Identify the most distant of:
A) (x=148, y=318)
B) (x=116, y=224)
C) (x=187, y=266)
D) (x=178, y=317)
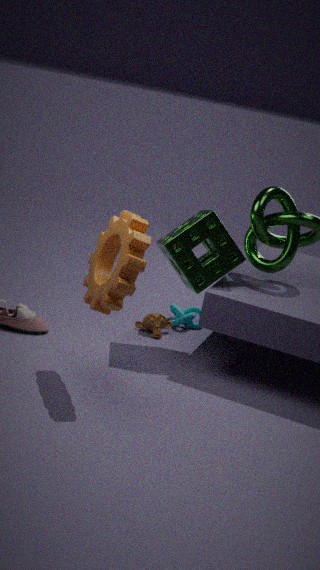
(x=178, y=317)
